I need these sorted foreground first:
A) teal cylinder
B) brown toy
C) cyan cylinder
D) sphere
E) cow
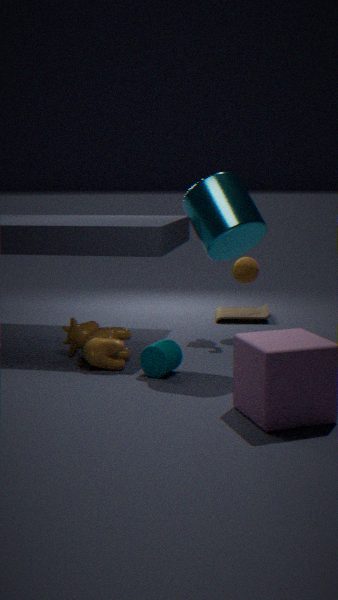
1. cyan cylinder
2. teal cylinder
3. cow
4. sphere
5. brown toy
